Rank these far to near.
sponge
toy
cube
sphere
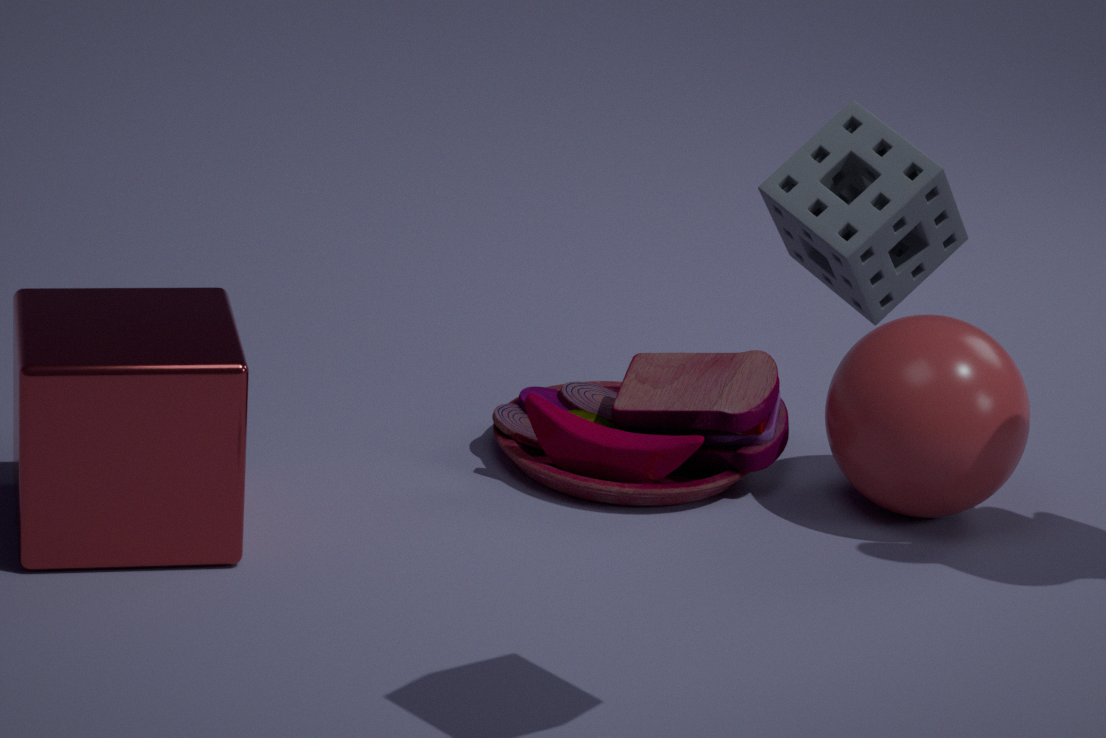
toy, sphere, cube, sponge
